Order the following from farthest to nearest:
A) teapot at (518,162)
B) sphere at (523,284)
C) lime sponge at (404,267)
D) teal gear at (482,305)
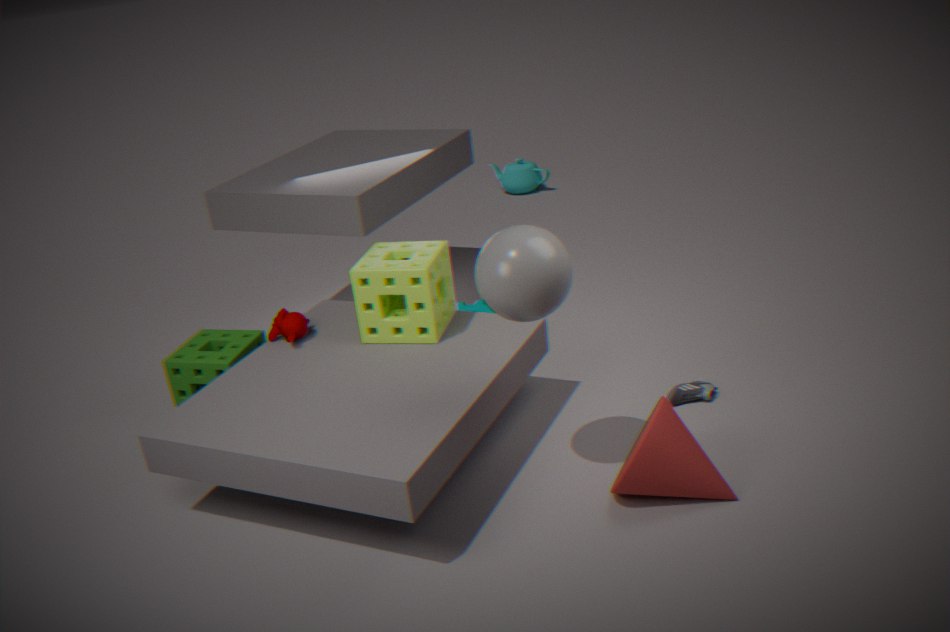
teapot at (518,162) < teal gear at (482,305) < lime sponge at (404,267) < sphere at (523,284)
